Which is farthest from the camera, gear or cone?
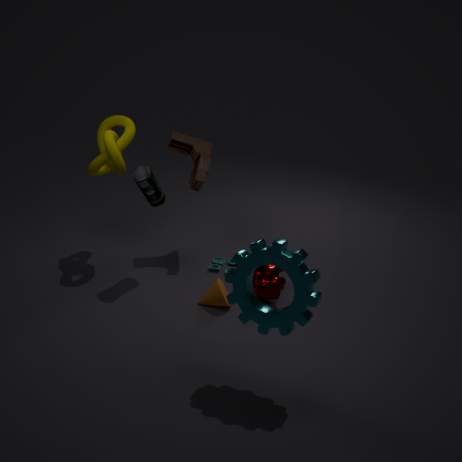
cone
